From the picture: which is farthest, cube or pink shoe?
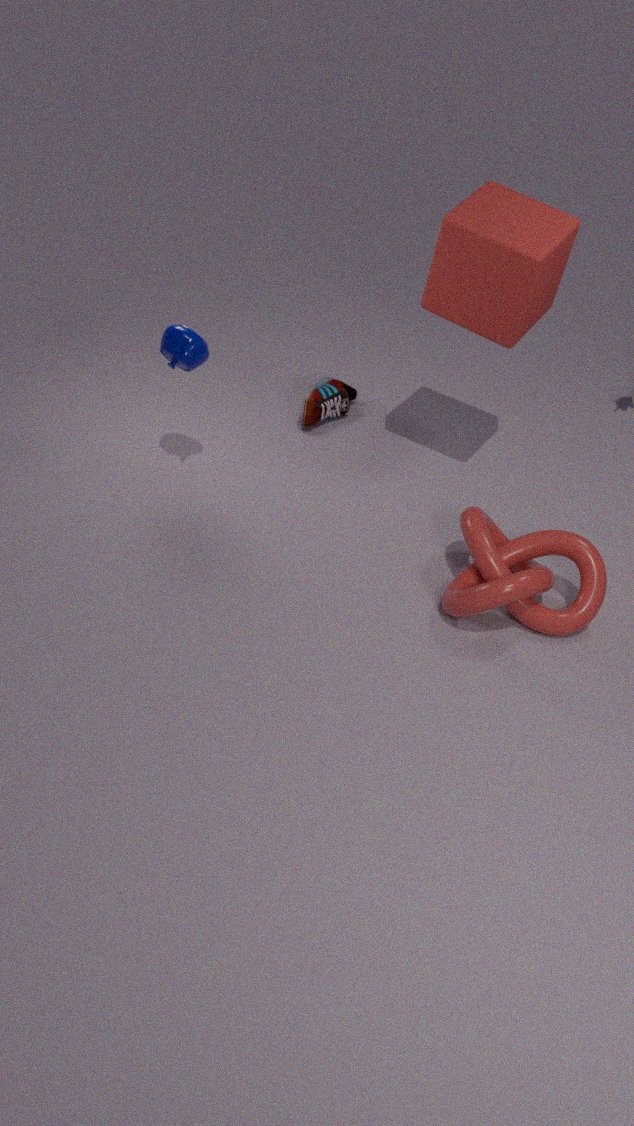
pink shoe
